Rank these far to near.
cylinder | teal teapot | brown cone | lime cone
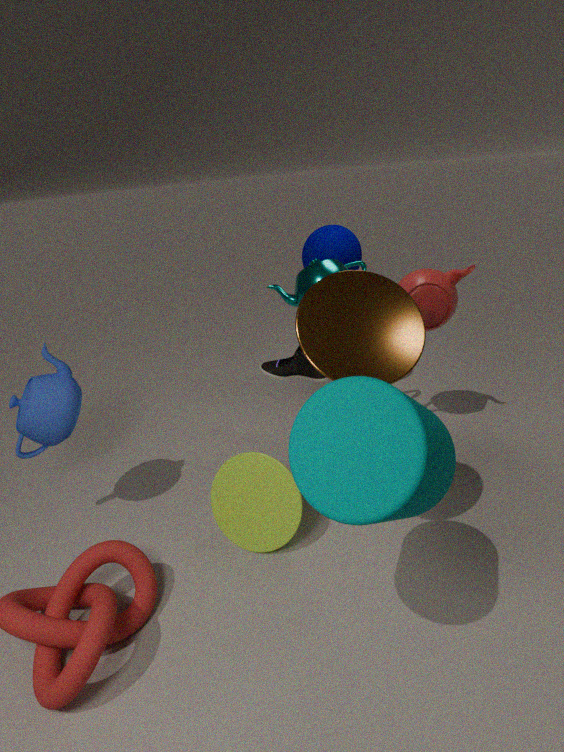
teal teapot → lime cone → brown cone → cylinder
